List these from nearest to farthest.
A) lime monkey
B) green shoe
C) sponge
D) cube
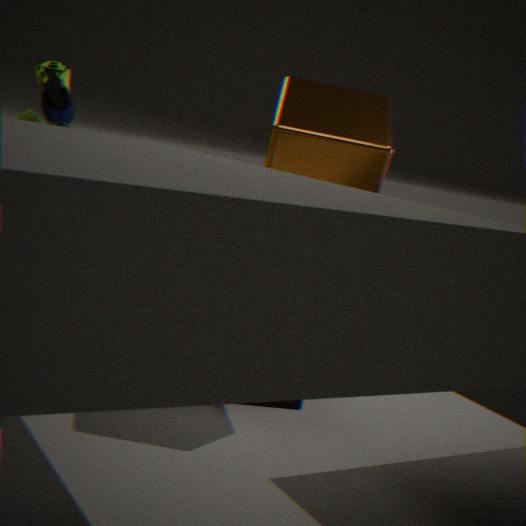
cube, green shoe, lime monkey, sponge
